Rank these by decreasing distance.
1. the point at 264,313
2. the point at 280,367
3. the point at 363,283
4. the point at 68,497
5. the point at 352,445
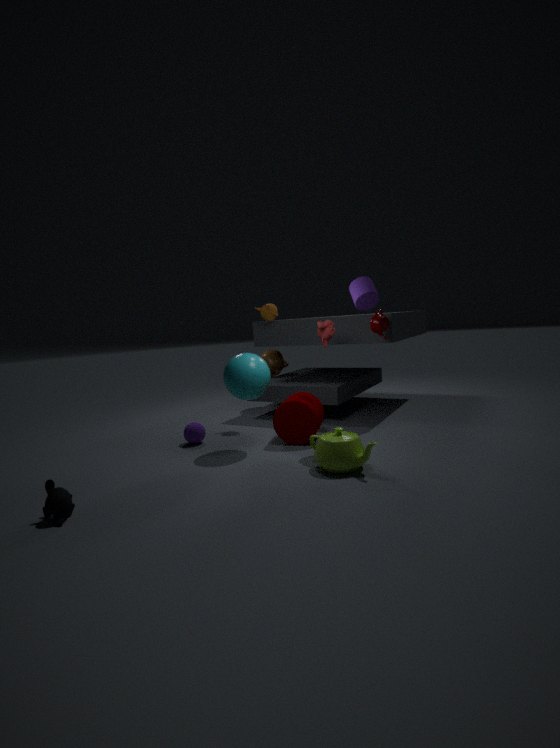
the point at 280,367, the point at 264,313, the point at 363,283, the point at 352,445, the point at 68,497
